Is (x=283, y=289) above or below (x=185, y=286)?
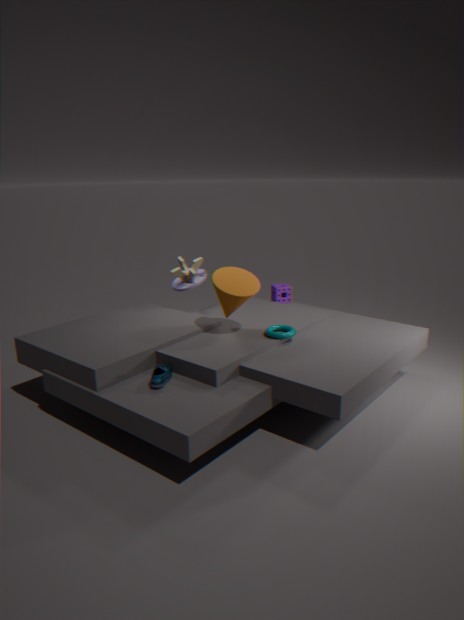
below
